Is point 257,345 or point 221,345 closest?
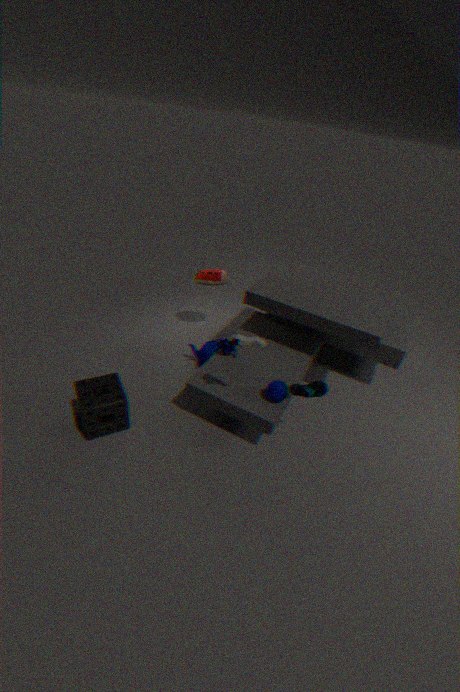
point 257,345
